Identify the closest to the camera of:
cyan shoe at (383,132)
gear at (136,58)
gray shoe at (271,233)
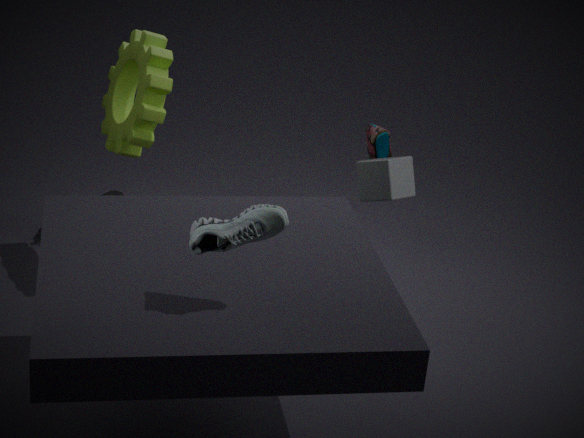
gray shoe at (271,233)
